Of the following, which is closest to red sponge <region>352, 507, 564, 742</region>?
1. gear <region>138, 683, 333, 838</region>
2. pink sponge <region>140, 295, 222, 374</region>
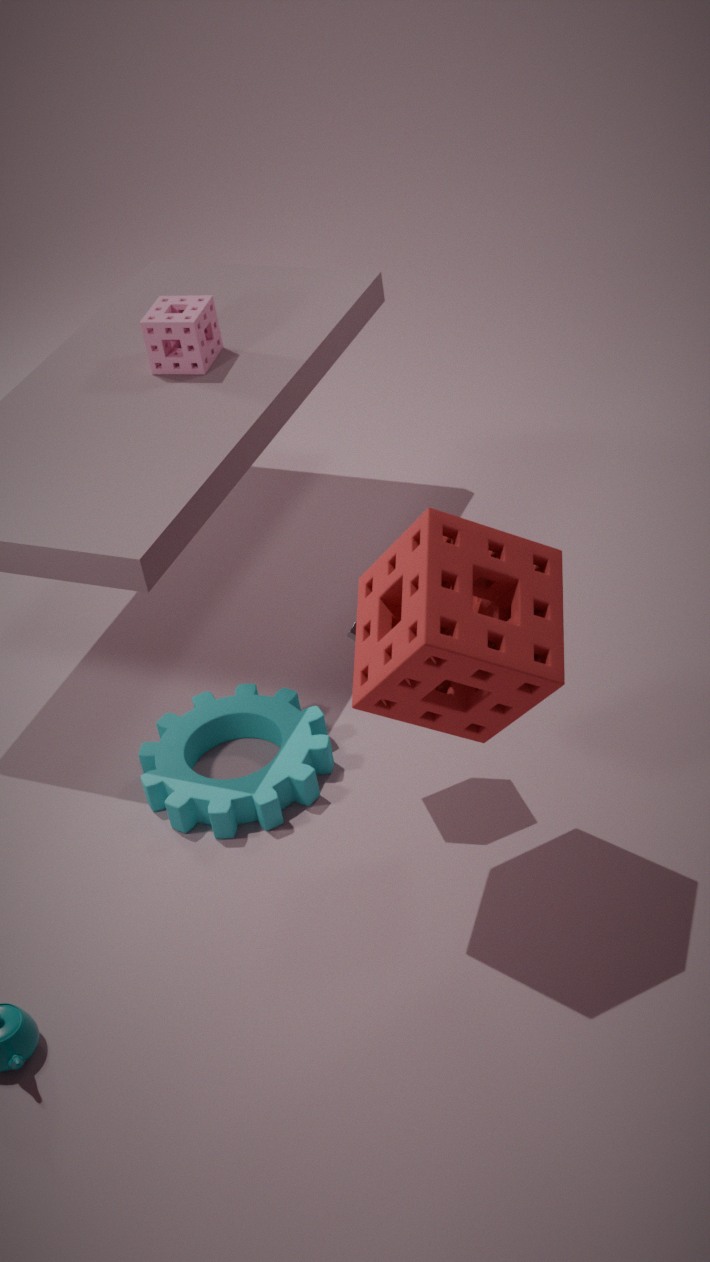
gear <region>138, 683, 333, 838</region>
